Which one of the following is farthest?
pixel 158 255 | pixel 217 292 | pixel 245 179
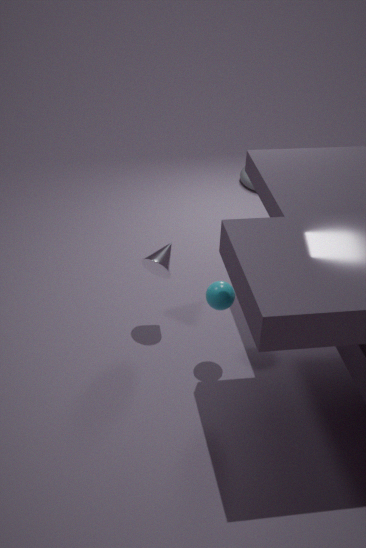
pixel 245 179
